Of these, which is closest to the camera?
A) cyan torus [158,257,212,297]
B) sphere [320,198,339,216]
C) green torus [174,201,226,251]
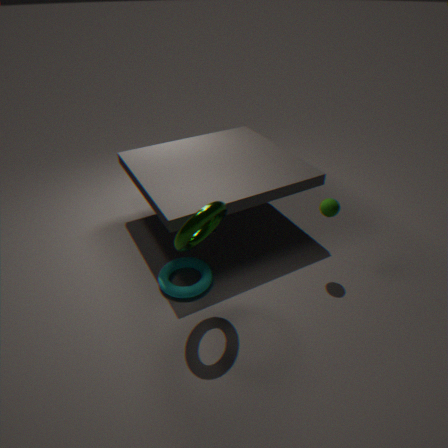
green torus [174,201,226,251]
